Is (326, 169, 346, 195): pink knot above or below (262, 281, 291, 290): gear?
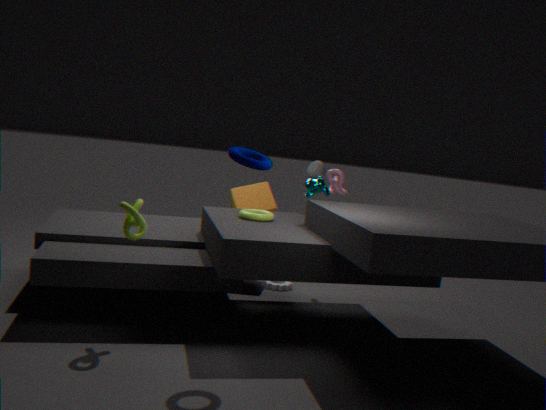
above
